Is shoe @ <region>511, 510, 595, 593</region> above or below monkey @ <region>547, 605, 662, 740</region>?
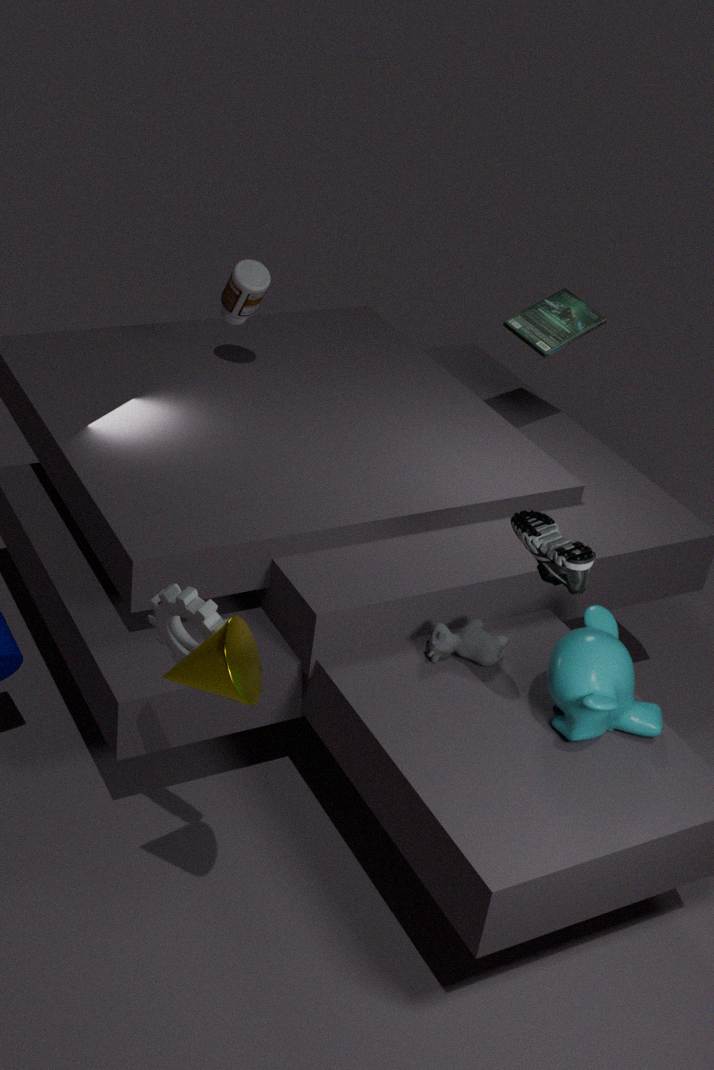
above
